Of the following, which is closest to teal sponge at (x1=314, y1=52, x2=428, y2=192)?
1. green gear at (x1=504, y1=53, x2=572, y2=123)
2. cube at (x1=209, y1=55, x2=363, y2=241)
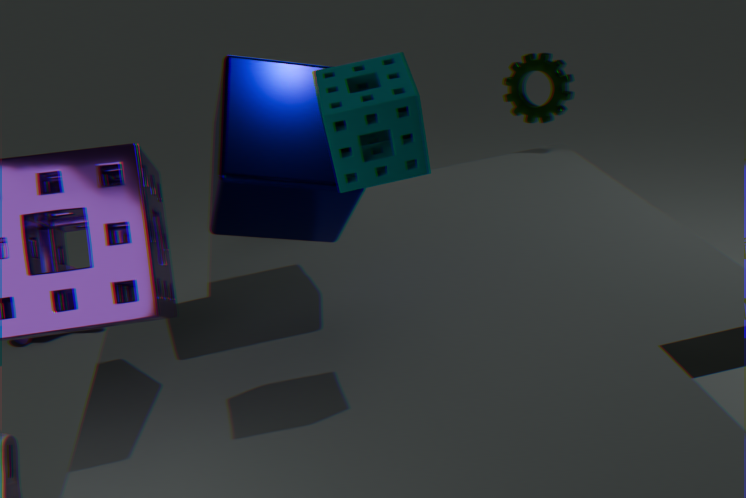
cube at (x1=209, y1=55, x2=363, y2=241)
